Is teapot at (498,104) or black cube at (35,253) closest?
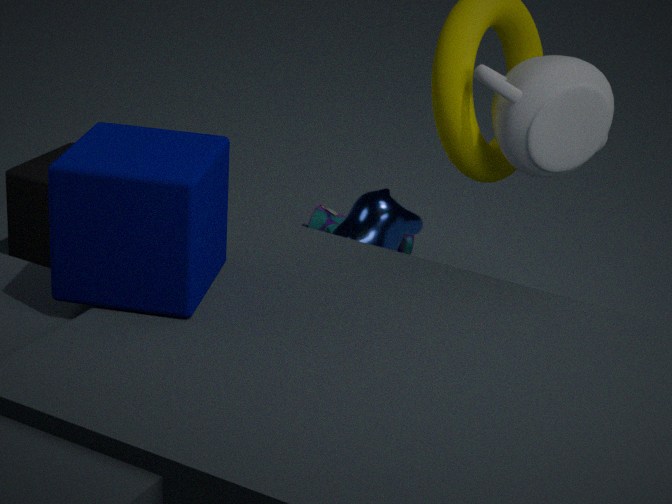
teapot at (498,104)
